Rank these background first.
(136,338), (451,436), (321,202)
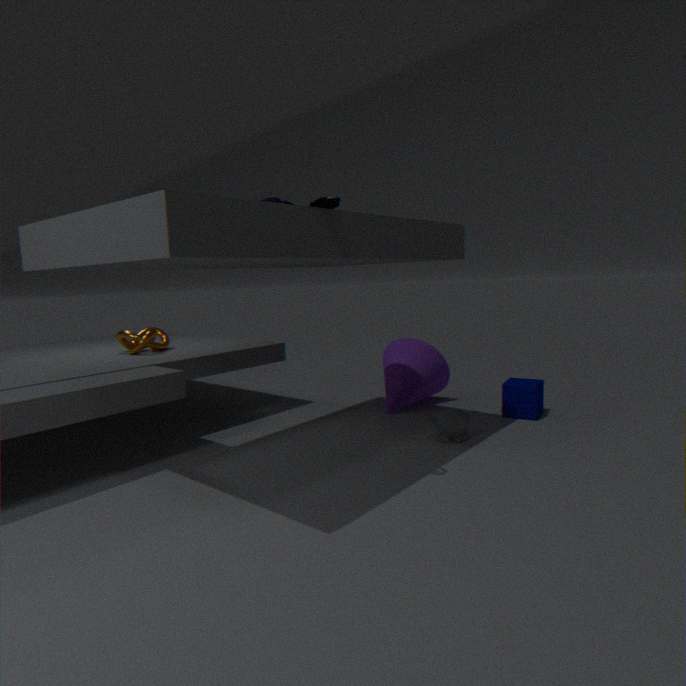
1. (136,338)
2. (451,436)
3. (321,202)
